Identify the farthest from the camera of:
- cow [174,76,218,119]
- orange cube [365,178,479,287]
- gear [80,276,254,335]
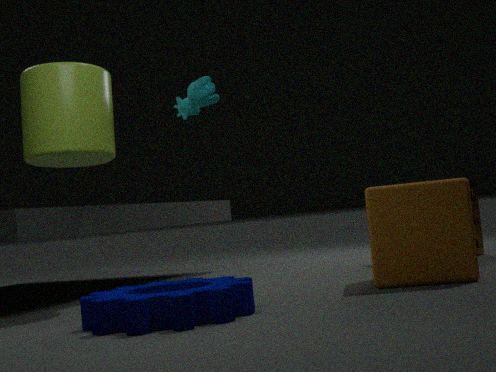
cow [174,76,218,119]
